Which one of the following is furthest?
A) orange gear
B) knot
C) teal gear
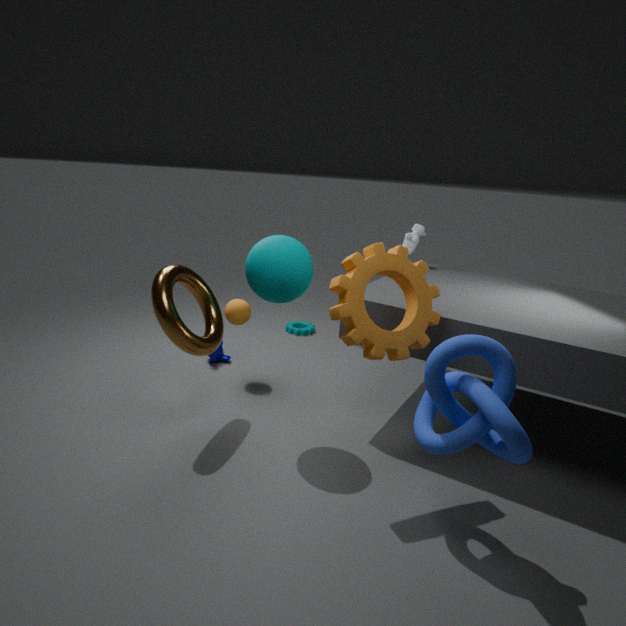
teal gear
